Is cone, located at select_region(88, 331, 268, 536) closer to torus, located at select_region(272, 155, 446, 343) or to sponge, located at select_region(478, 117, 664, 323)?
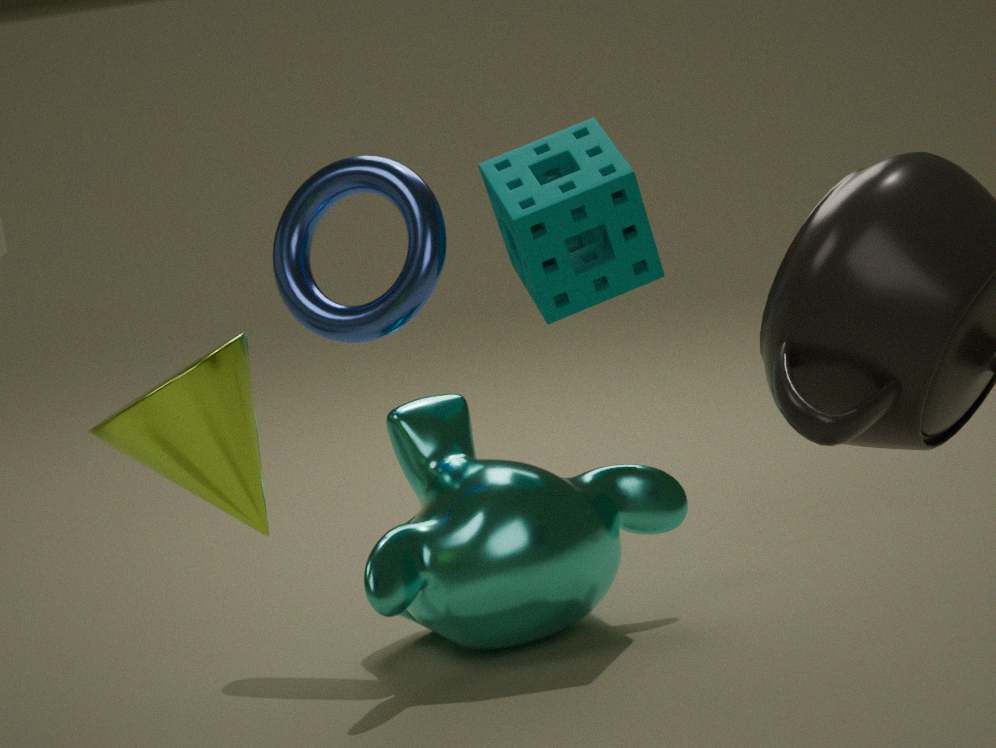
torus, located at select_region(272, 155, 446, 343)
